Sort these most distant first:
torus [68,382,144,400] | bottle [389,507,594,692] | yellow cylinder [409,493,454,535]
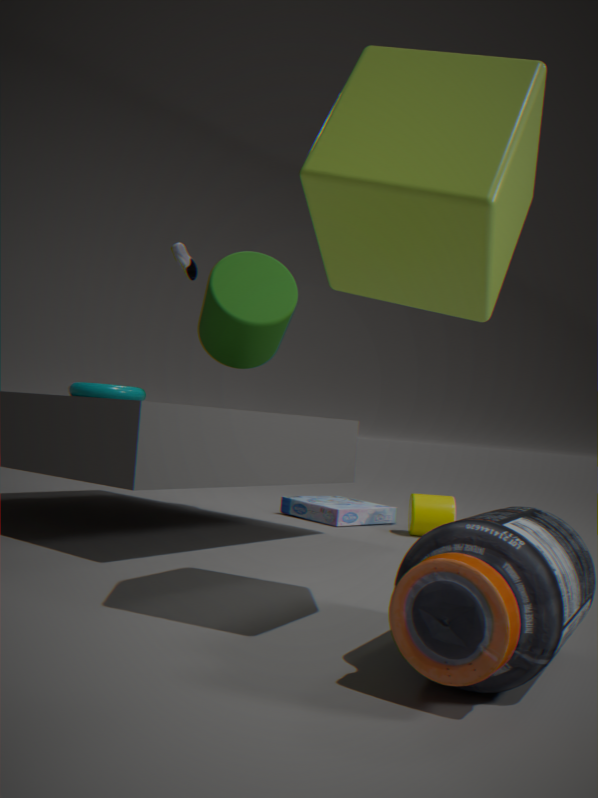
yellow cylinder [409,493,454,535] < torus [68,382,144,400] < bottle [389,507,594,692]
